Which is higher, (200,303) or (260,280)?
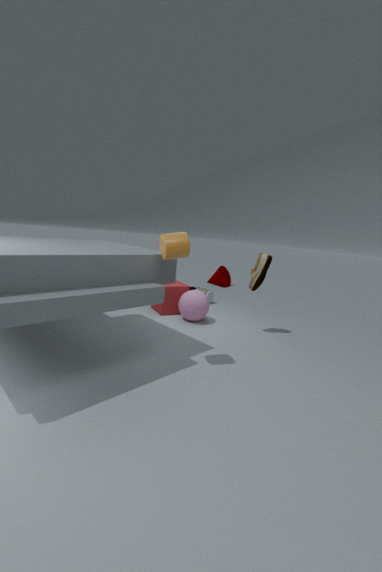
(260,280)
